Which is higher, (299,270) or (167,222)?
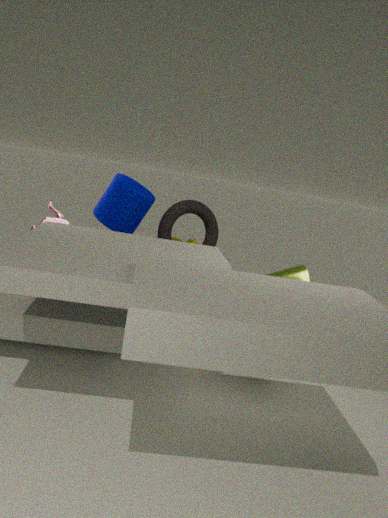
(167,222)
